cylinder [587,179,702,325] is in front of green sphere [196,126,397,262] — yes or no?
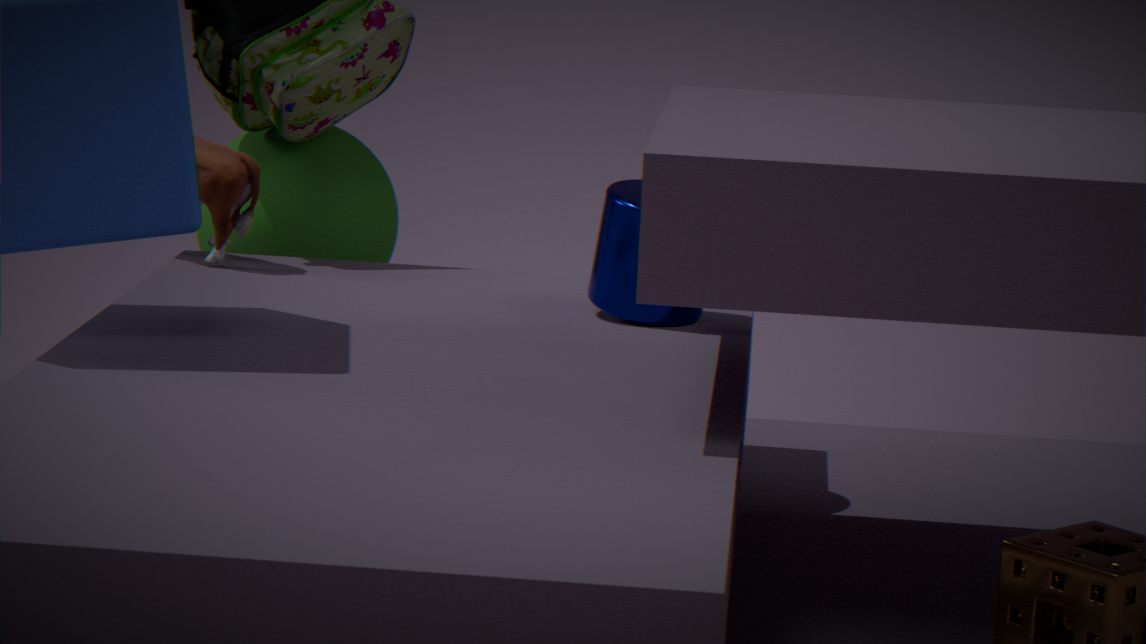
Yes
